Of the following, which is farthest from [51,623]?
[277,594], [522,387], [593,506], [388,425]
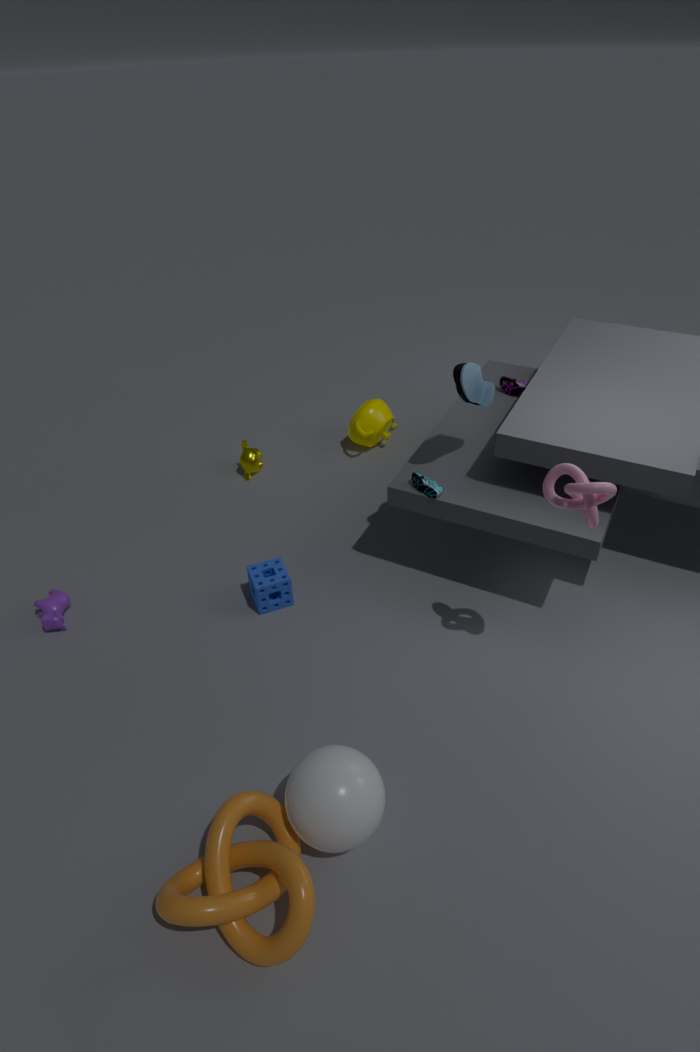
[522,387]
